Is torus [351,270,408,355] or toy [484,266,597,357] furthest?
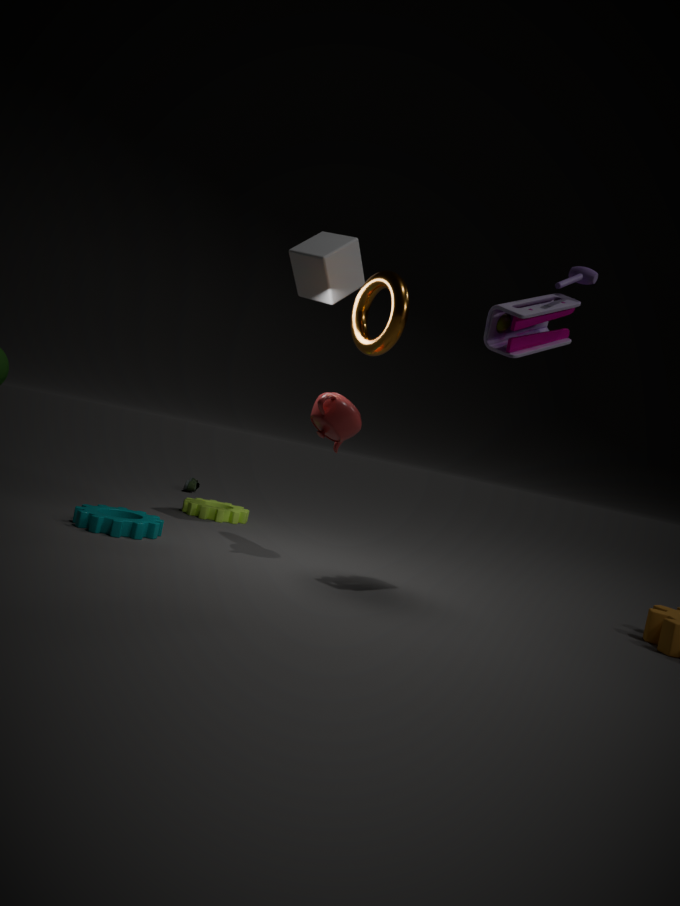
torus [351,270,408,355]
